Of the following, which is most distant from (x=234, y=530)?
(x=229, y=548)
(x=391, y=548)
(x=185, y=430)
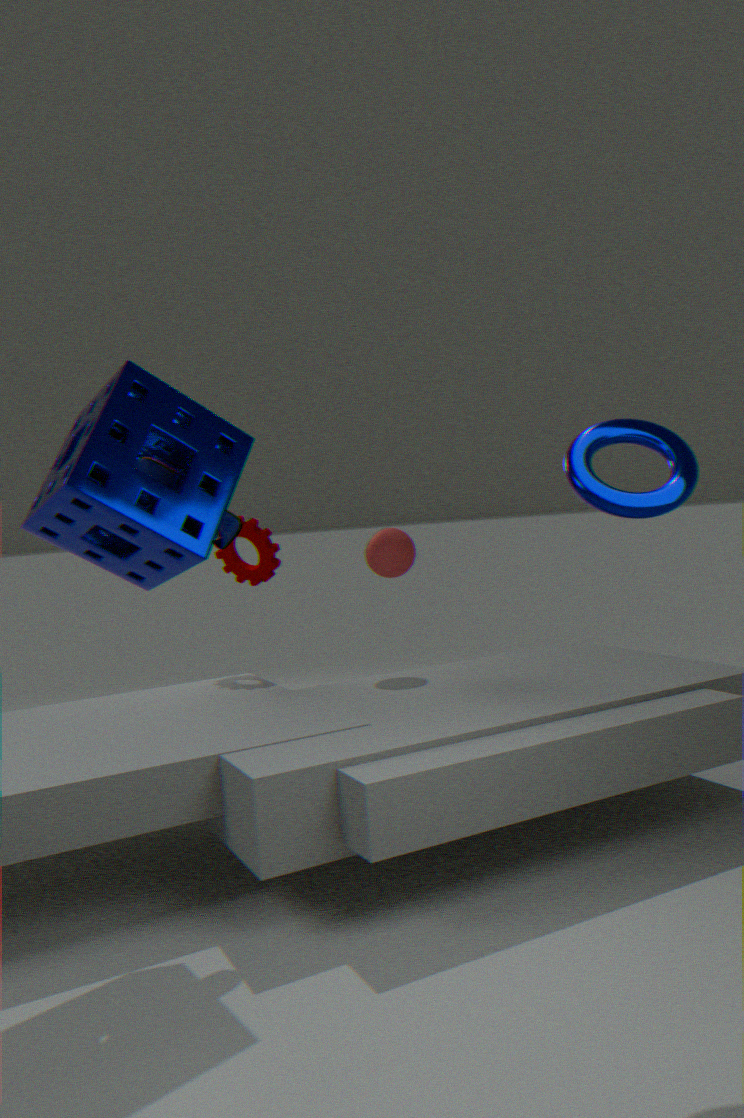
(x=229, y=548)
